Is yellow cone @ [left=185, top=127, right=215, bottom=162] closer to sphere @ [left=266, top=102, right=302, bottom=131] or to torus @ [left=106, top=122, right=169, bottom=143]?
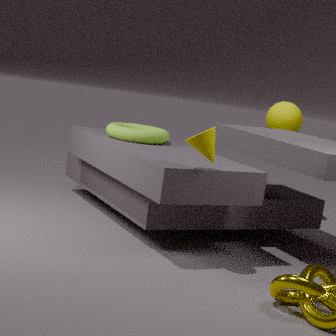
torus @ [left=106, top=122, right=169, bottom=143]
